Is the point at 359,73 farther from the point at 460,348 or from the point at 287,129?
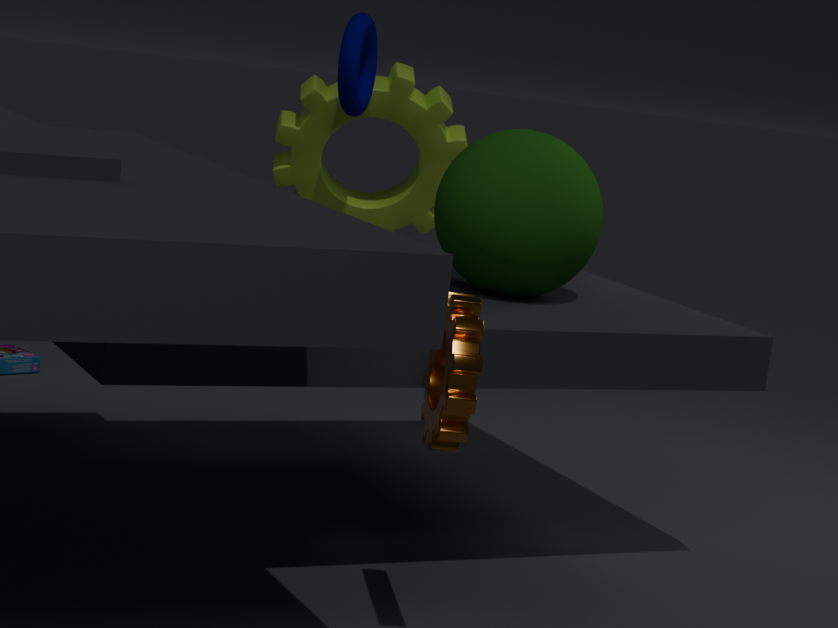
the point at 460,348
